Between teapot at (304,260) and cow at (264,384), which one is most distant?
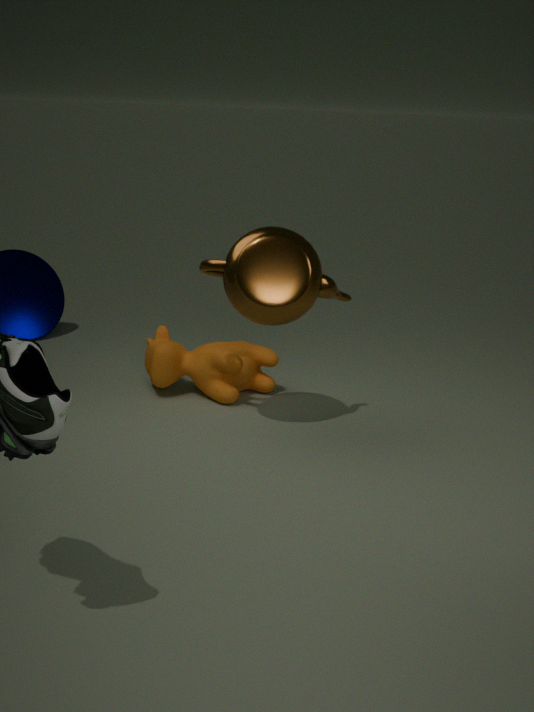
cow at (264,384)
